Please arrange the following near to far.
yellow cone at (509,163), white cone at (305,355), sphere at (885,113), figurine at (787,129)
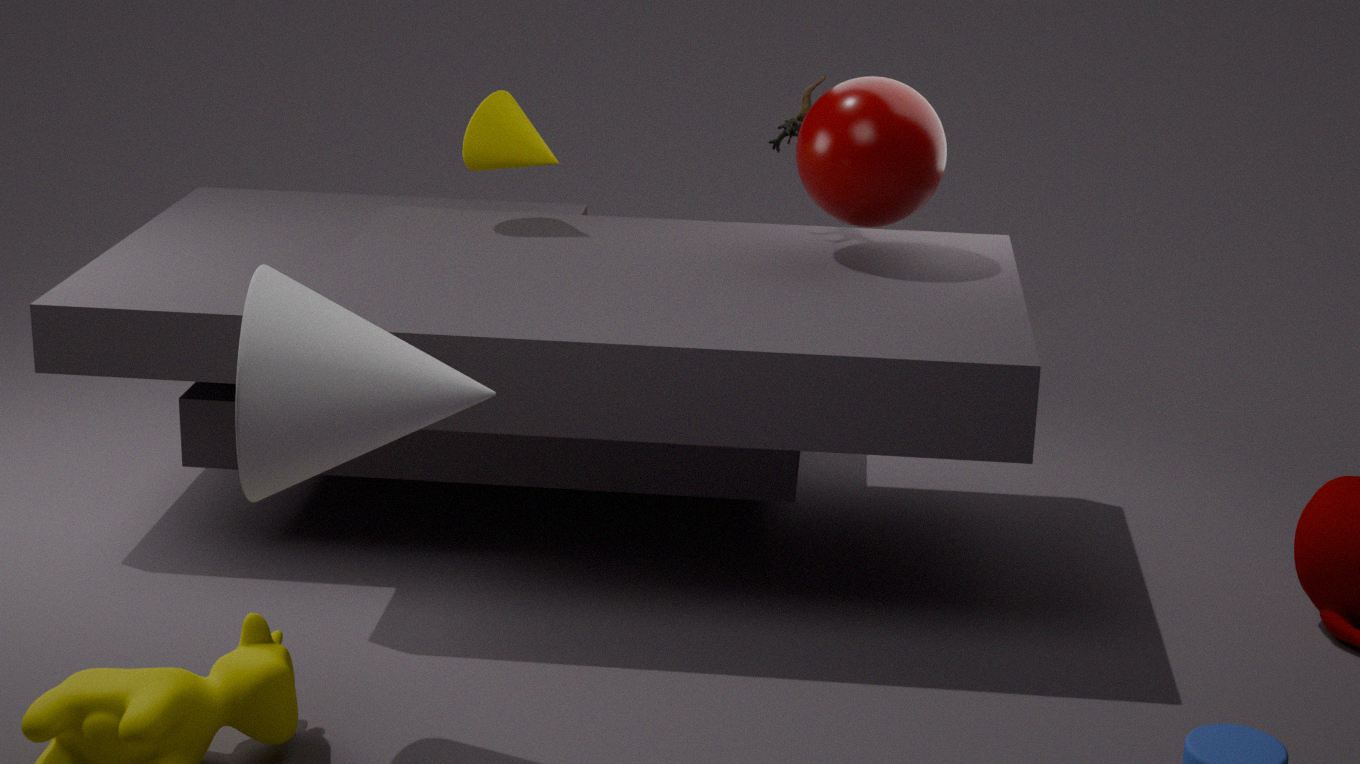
white cone at (305,355) → sphere at (885,113) → yellow cone at (509,163) → figurine at (787,129)
